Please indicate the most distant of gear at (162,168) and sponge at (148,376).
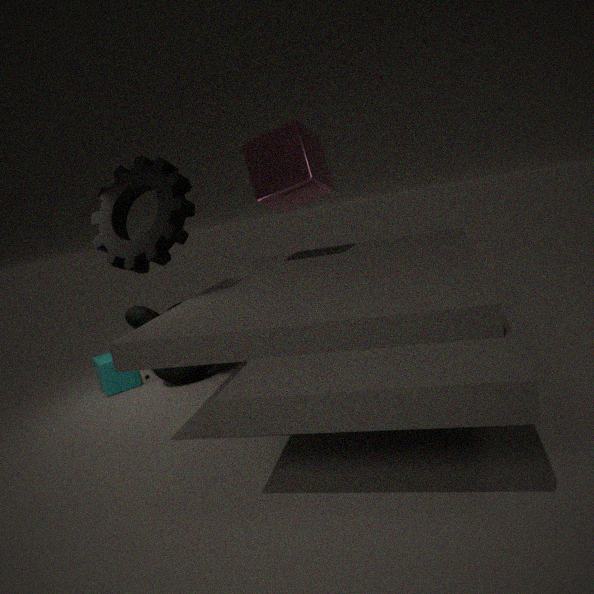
sponge at (148,376)
